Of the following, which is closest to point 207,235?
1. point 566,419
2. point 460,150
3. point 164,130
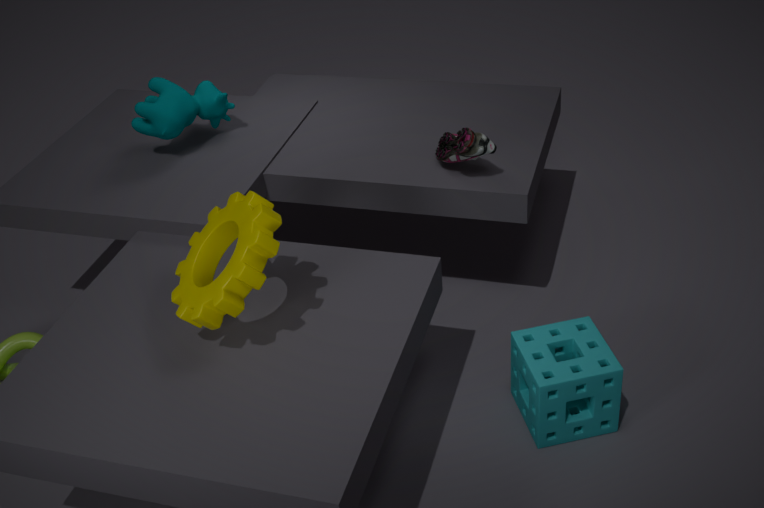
point 460,150
